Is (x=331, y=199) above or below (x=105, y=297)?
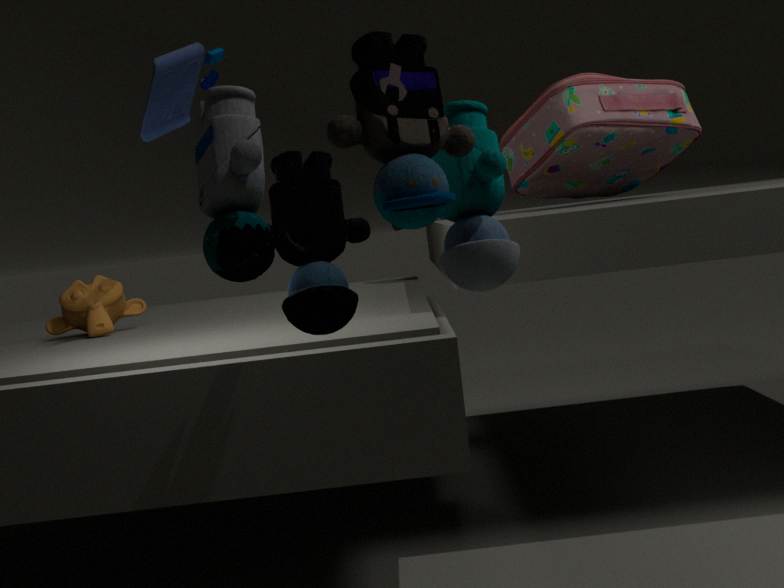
above
